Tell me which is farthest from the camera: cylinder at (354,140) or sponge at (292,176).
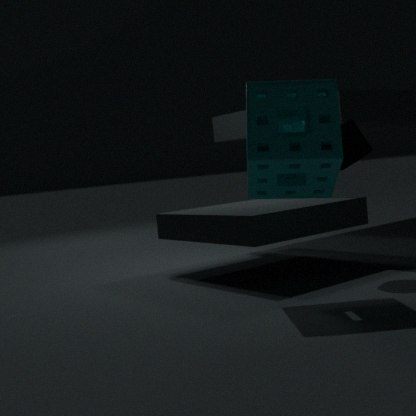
cylinder at (354,140)
